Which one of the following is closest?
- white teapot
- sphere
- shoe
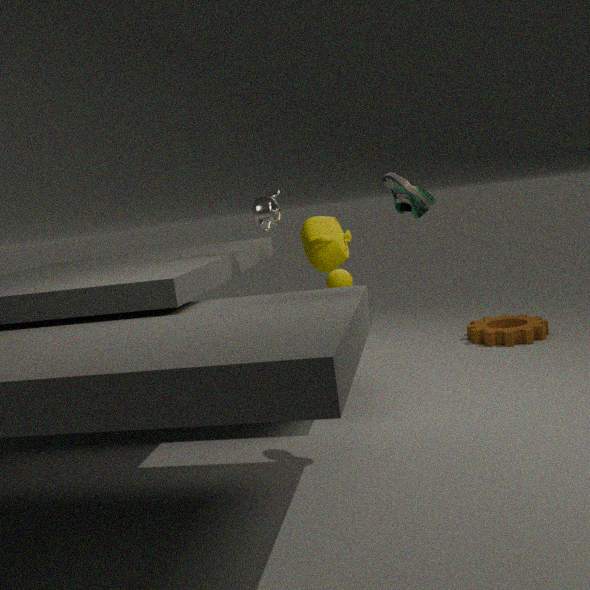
shoe
